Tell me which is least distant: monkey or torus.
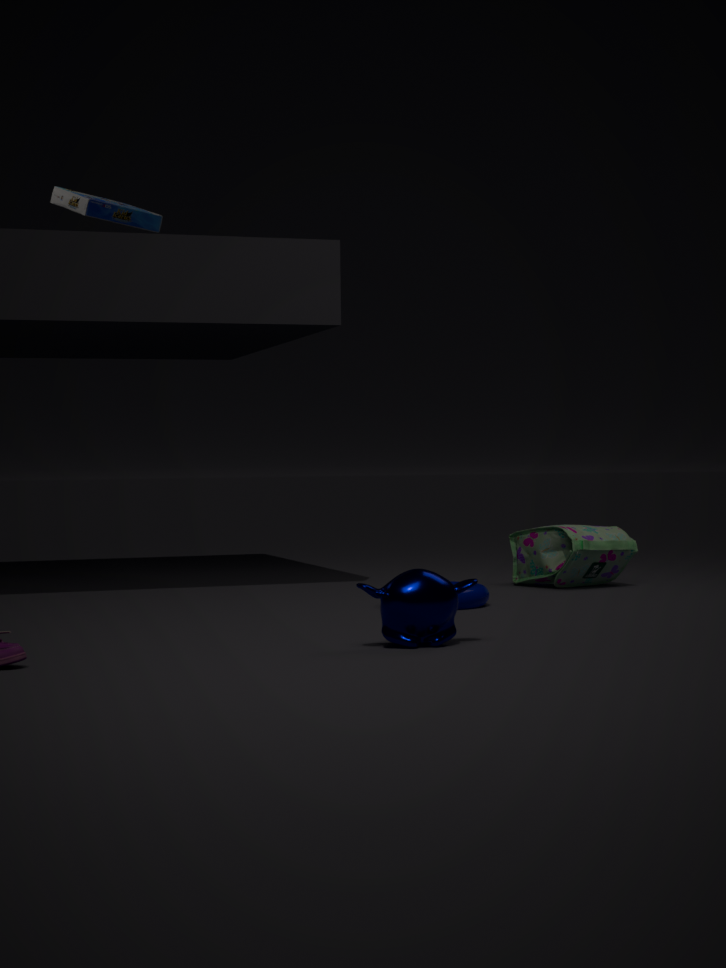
monkey
